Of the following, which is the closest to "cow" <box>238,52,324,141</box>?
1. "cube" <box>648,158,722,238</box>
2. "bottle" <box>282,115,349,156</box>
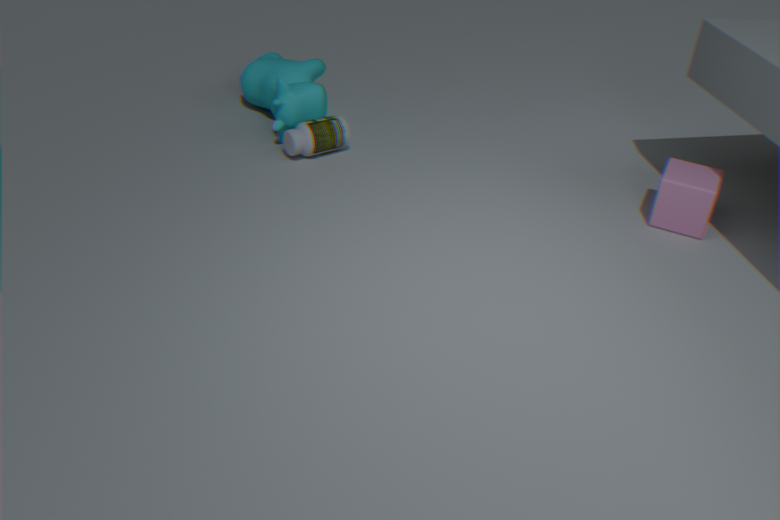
"bottle" <box>282,115,349,156</box>
